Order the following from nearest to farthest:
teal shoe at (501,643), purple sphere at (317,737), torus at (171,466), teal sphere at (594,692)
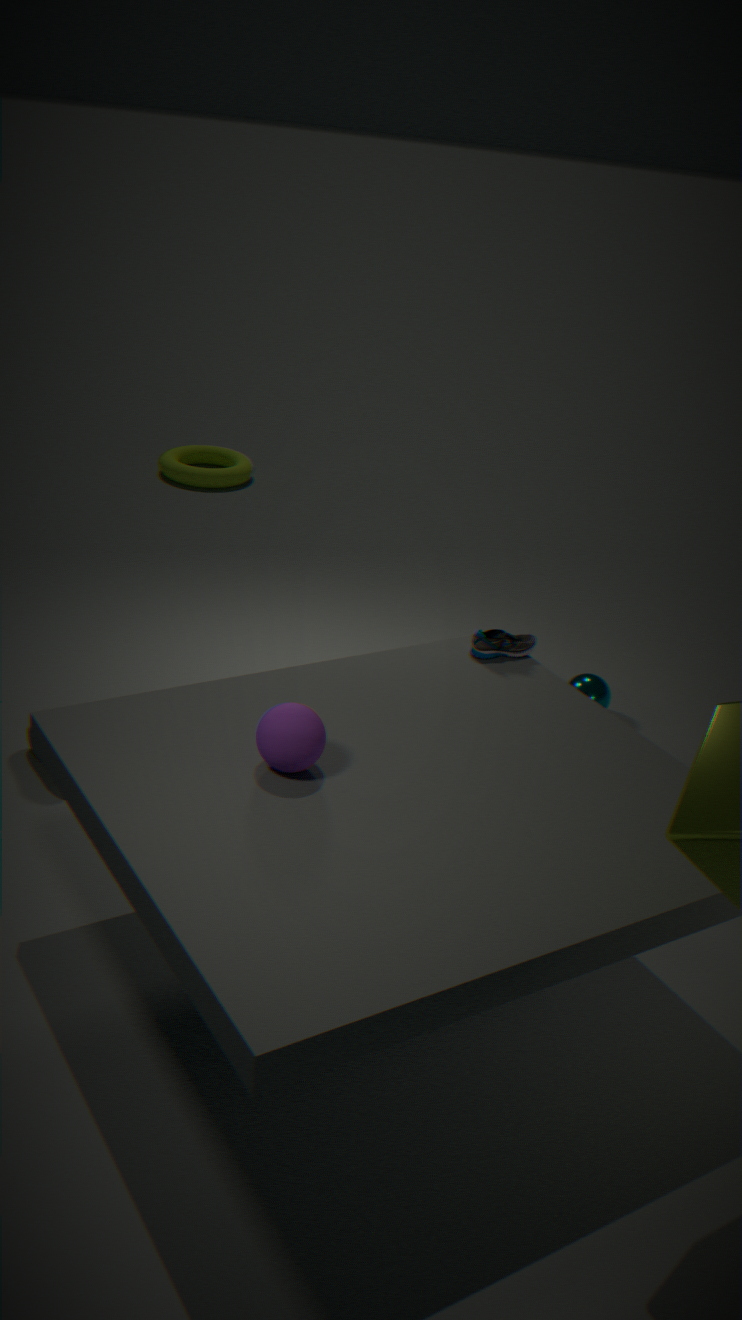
purple sphere at (317,737)
teal shoe at (501,643)
teal sphere at (594,692)
torus at (171,466)
